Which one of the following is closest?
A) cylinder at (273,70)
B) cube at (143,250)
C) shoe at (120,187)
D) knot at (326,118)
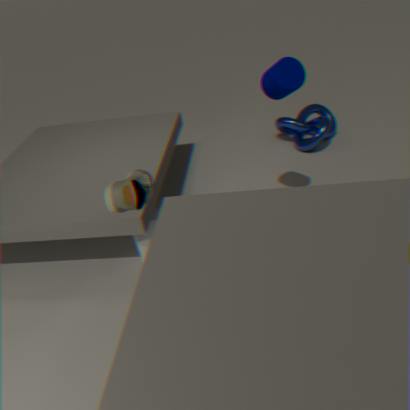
shoe at (120,187)
